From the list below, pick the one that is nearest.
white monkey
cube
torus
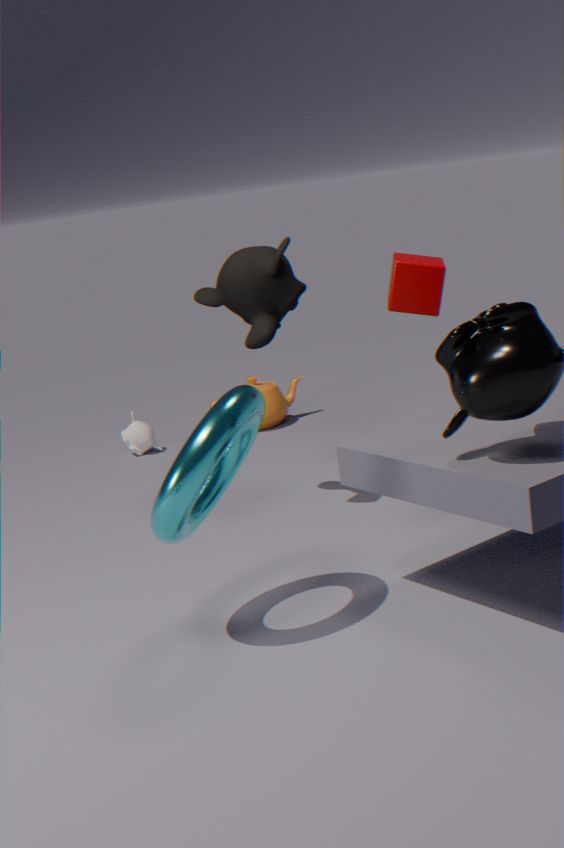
torus
